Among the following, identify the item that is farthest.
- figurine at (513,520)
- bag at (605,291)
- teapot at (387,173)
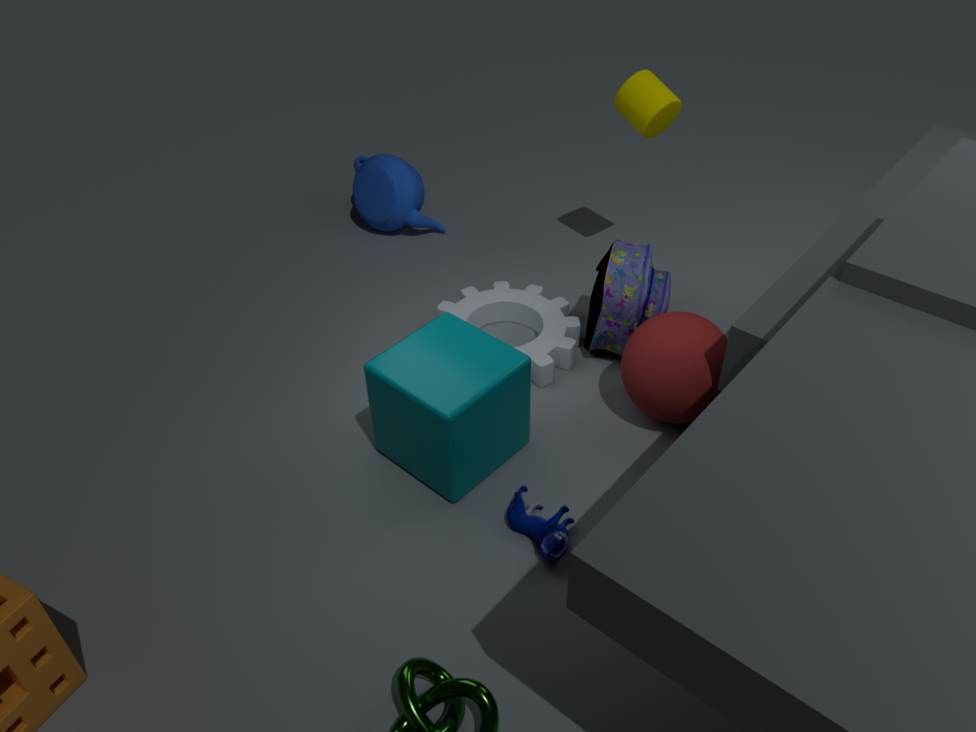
teapot at (387,173)
